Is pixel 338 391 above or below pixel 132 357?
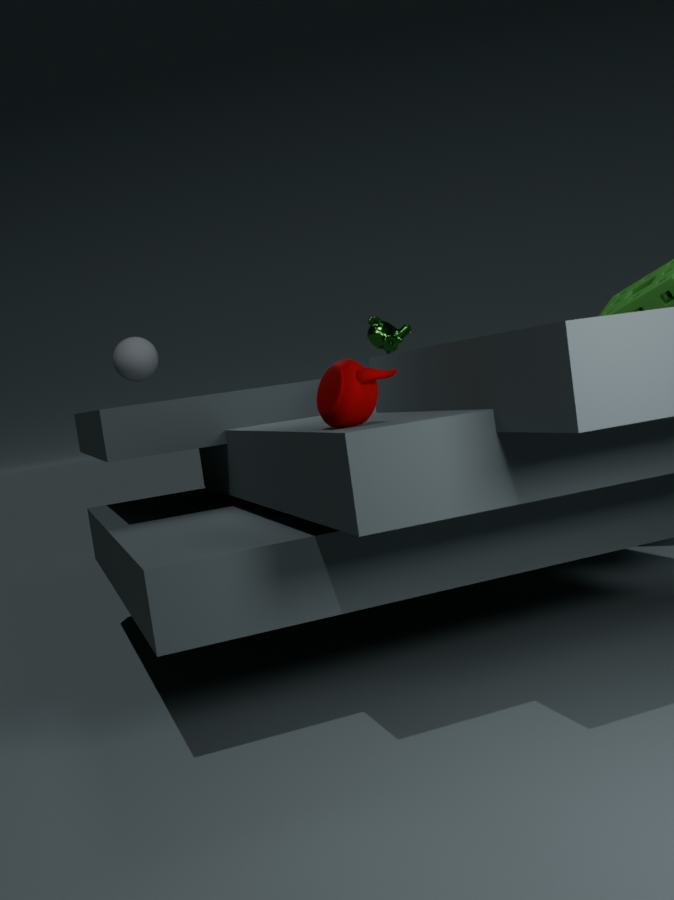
below
